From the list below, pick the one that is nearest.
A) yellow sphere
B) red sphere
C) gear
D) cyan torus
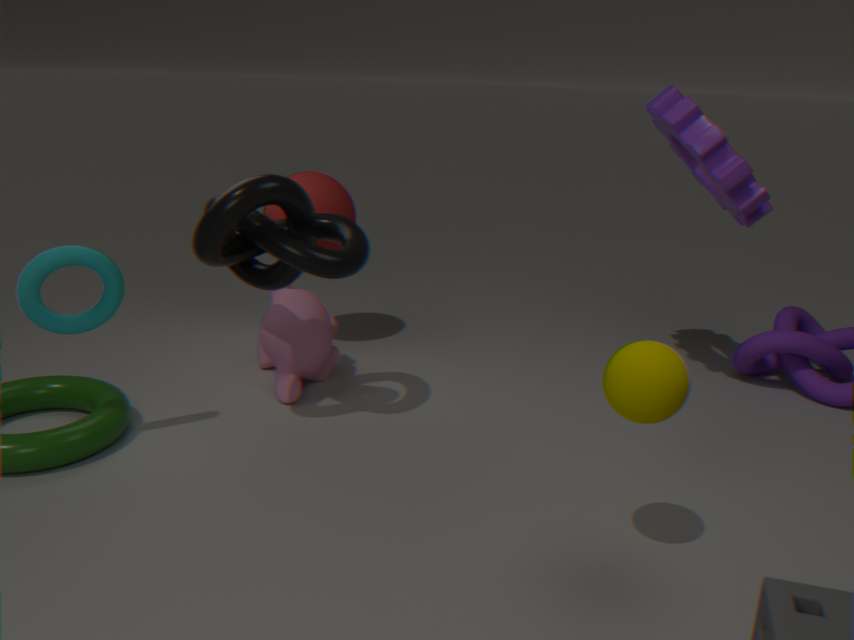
yellow sphere
